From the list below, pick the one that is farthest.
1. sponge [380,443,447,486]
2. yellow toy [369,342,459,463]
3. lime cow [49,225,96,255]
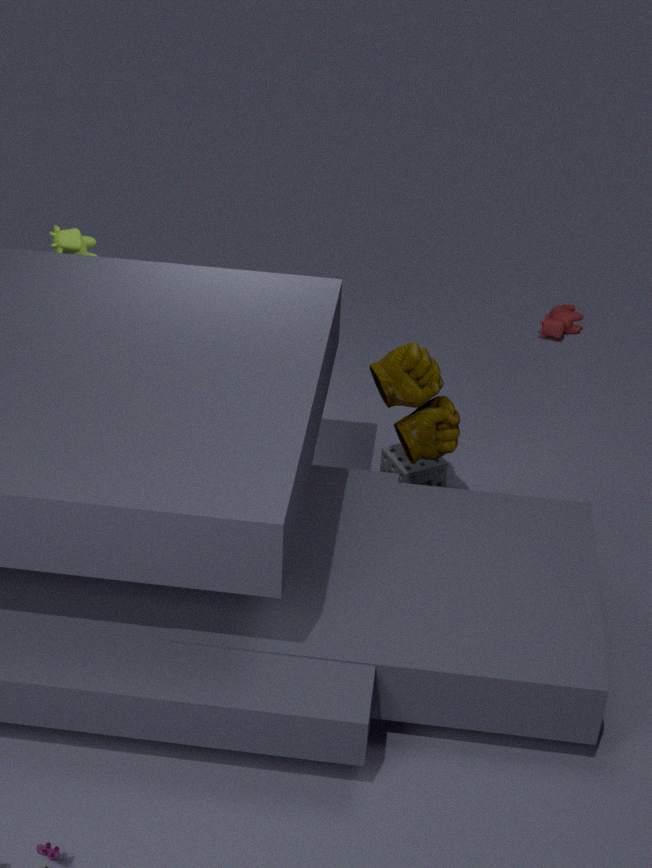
sponge [380,443,447,486]
